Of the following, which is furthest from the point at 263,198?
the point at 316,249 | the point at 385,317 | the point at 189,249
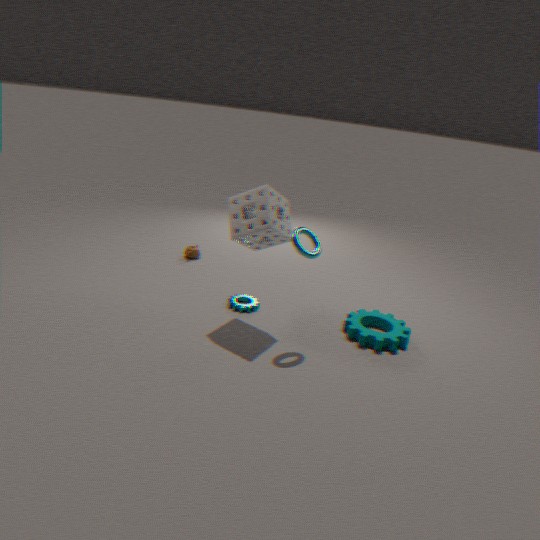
the point at 189,249
